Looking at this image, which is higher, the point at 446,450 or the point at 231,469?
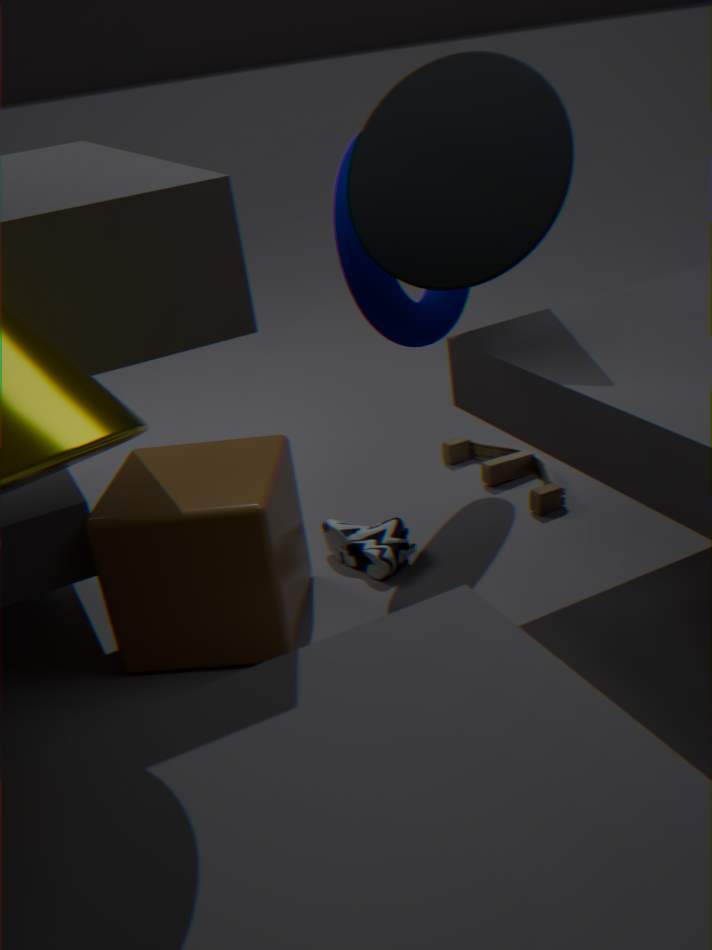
the point at 231,469
